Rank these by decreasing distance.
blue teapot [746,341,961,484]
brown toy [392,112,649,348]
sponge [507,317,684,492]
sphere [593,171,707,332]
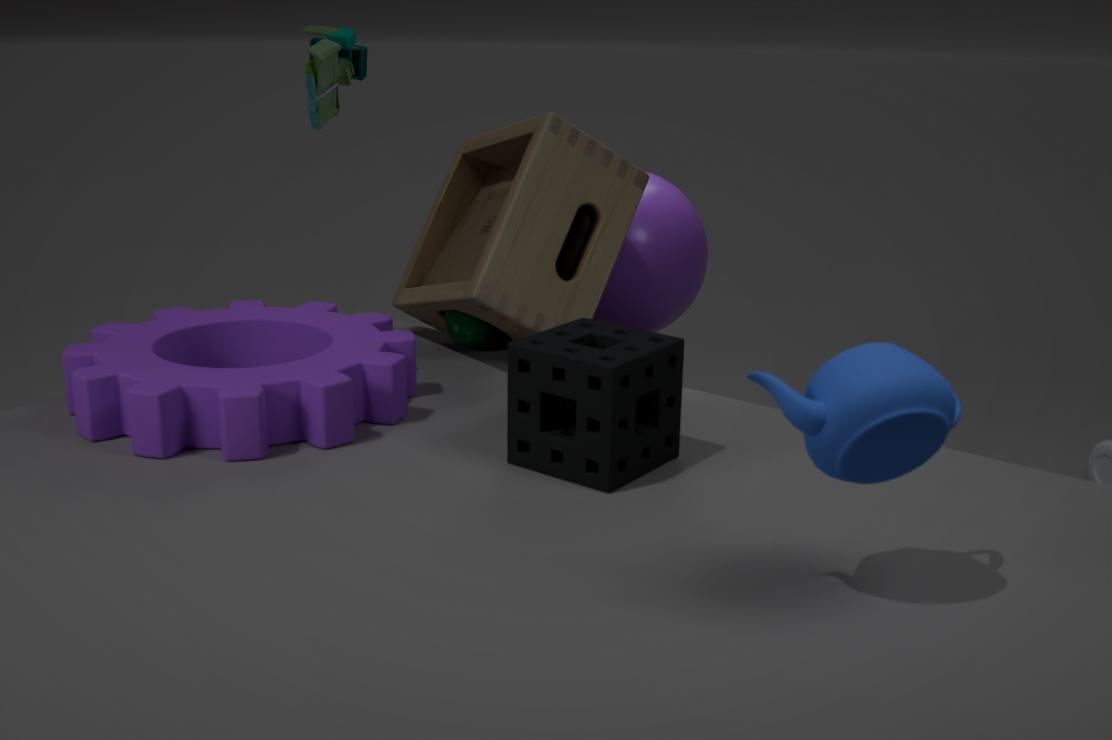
1. sphere [593,171,707,332]
2. brown toy [392,112,649,348]
3. sponge [507,317,684,492]
4. blue teapot [746,341,961,484]
